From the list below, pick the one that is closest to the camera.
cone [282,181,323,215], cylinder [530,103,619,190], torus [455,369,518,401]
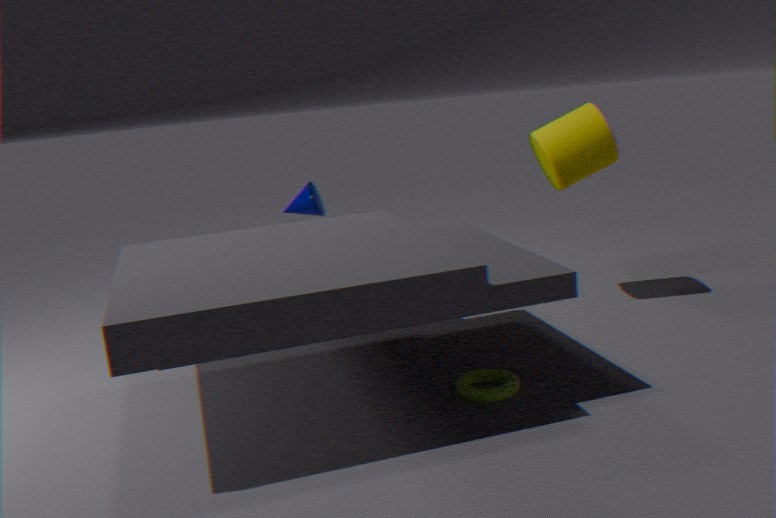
torus [455,369,518,401]
